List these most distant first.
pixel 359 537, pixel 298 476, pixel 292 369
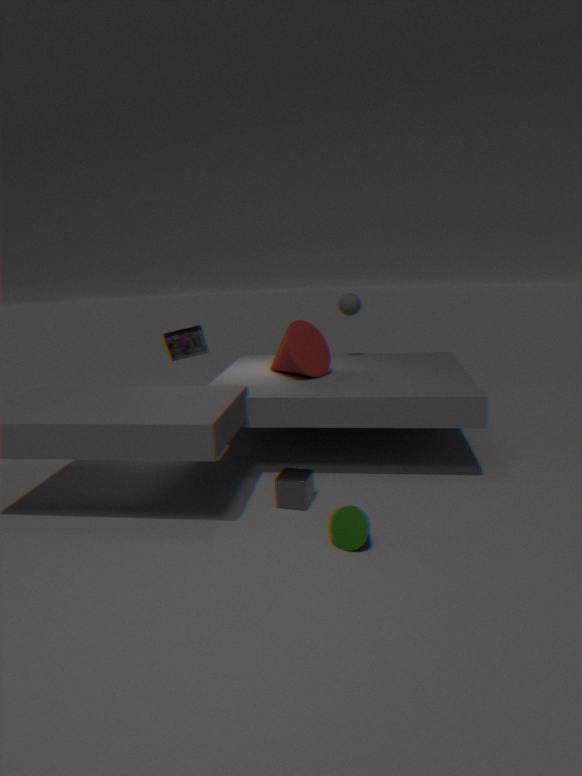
pixel 292 369
pixel 298 476
pixel 359 537
